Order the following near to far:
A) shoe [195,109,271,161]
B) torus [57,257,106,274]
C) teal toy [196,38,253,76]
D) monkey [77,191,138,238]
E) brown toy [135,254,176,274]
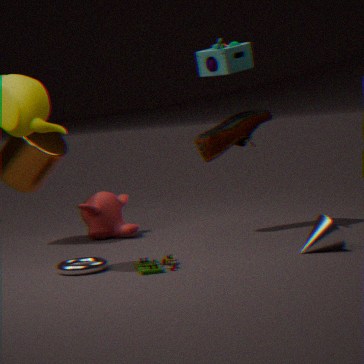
brown toy [135,254,176,274]
torus [57,257,106,274]
teal toy [196,38,253,76]
shoe [195,109,271,161]
monkey [77,191,138,238]
